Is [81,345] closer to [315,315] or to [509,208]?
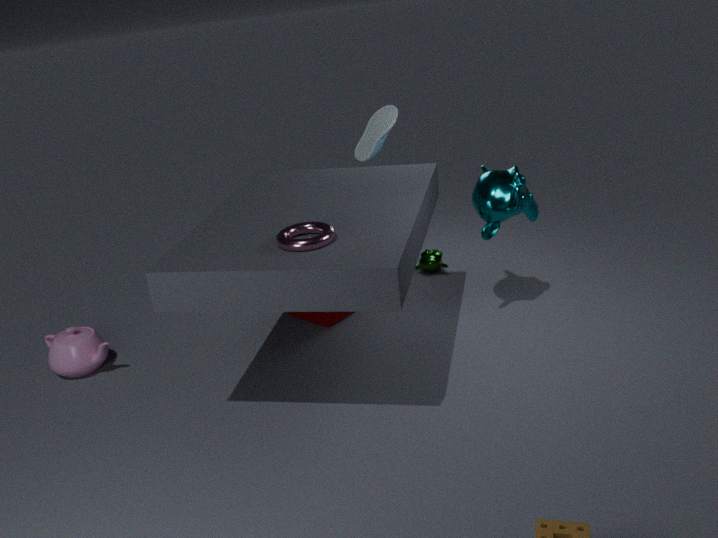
[315,315]
